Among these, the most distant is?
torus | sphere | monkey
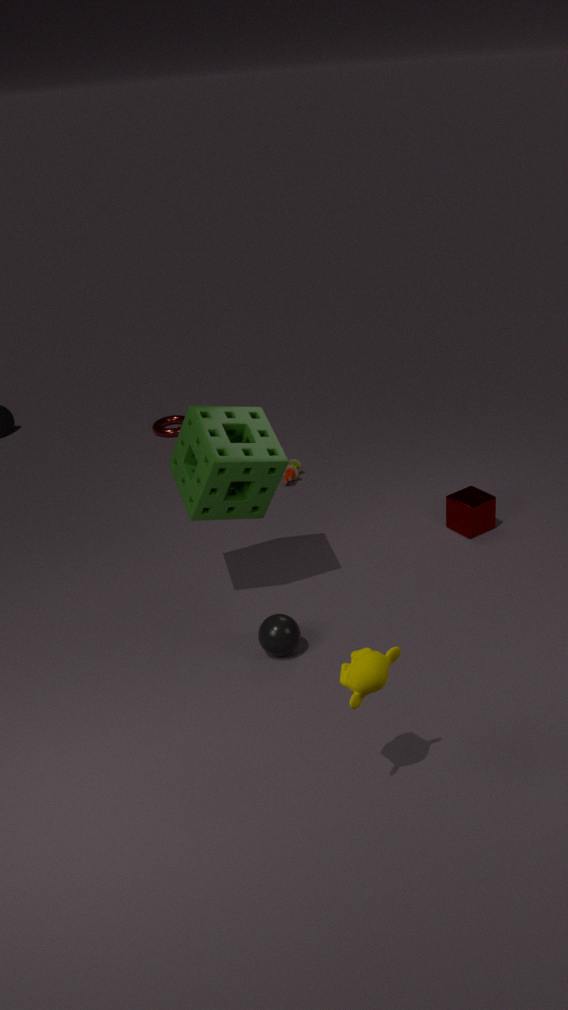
torus
